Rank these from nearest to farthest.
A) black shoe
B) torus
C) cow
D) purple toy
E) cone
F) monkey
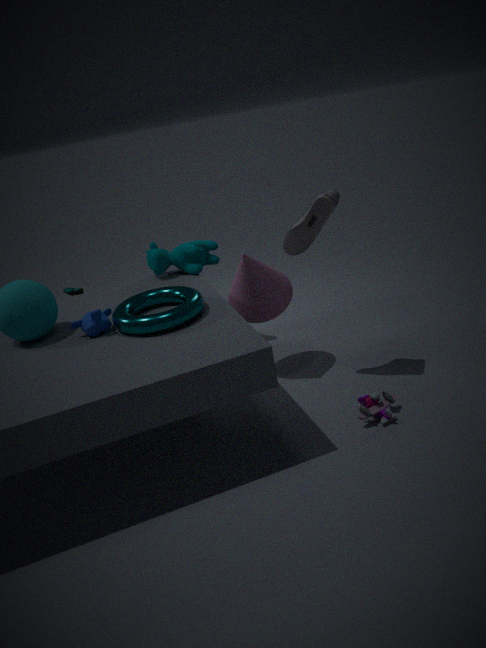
A: torus
black shoe
purple toy
monkey
cone
cow
